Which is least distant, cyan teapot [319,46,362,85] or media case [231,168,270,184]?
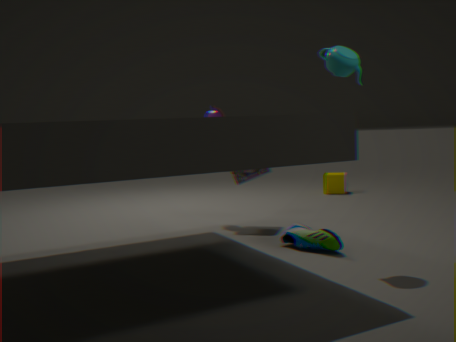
cyan teapot [319,46,362,85]
